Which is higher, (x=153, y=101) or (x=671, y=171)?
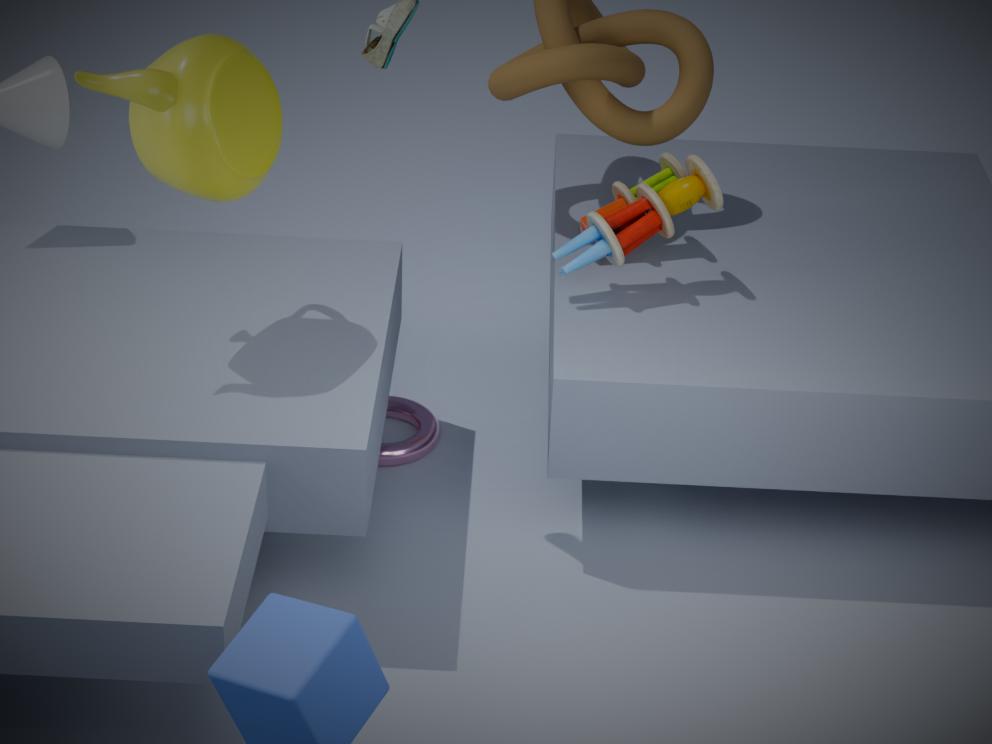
(x=153, y=101)
